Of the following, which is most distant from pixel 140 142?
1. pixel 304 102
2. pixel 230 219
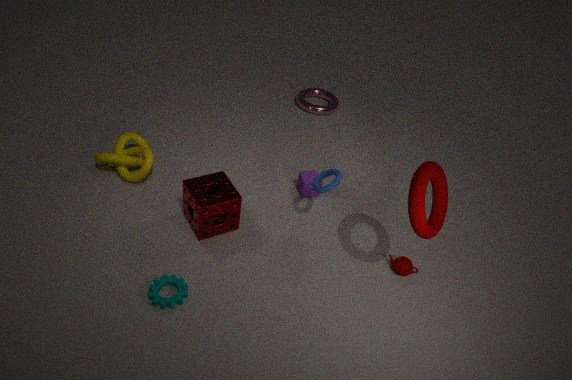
pixel 304 102
